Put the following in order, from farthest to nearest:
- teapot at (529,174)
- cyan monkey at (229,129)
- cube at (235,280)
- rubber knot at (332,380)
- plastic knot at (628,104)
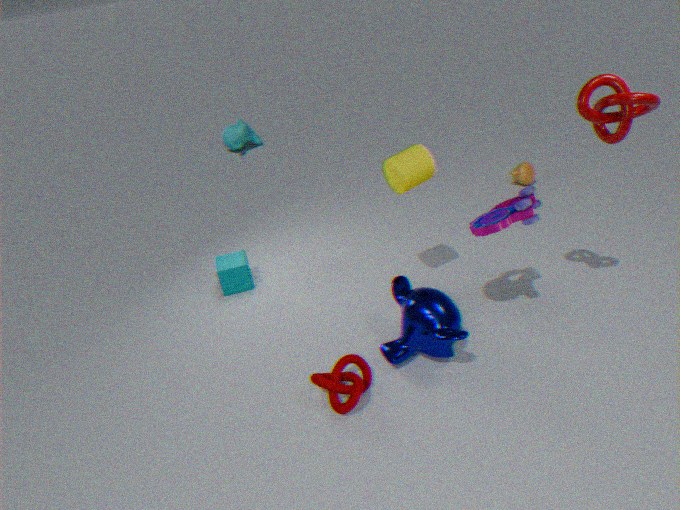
cyan monkey at (229,129) → teapot at (529,174) → cube at (235,280) → rubber knot at (332,380) → plastic knot at (628,104)
